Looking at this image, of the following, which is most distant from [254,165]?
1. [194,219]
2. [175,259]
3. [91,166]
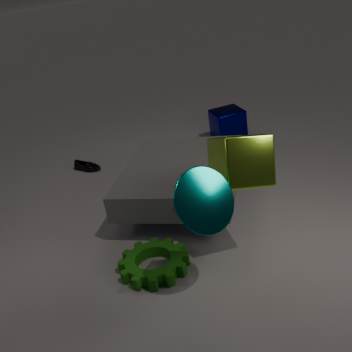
[91,166]
